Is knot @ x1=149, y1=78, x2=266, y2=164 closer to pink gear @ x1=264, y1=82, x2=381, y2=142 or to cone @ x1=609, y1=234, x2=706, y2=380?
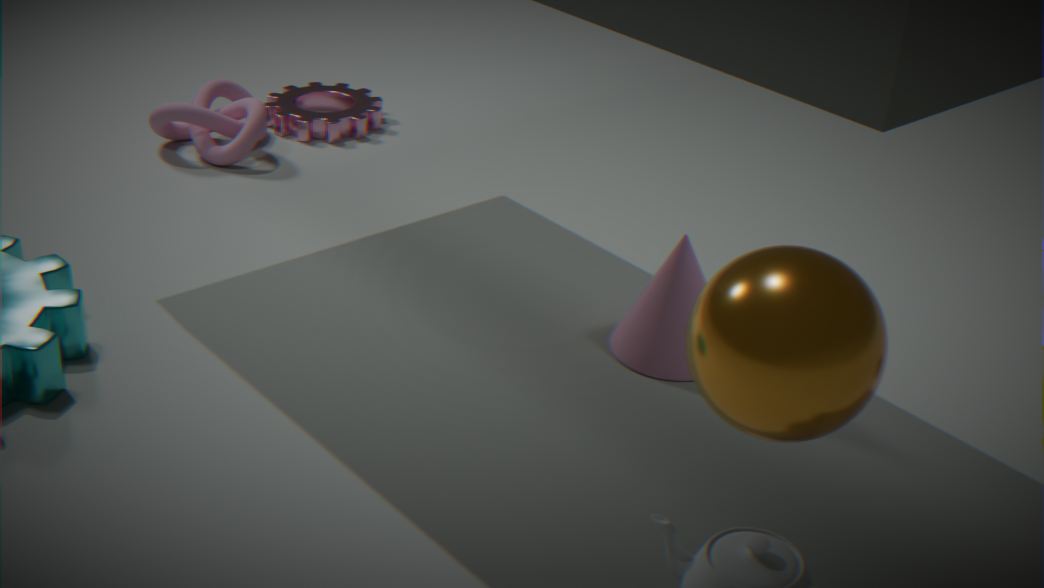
pink gear @ x1=264, y1=82, x2=381, y2=142
